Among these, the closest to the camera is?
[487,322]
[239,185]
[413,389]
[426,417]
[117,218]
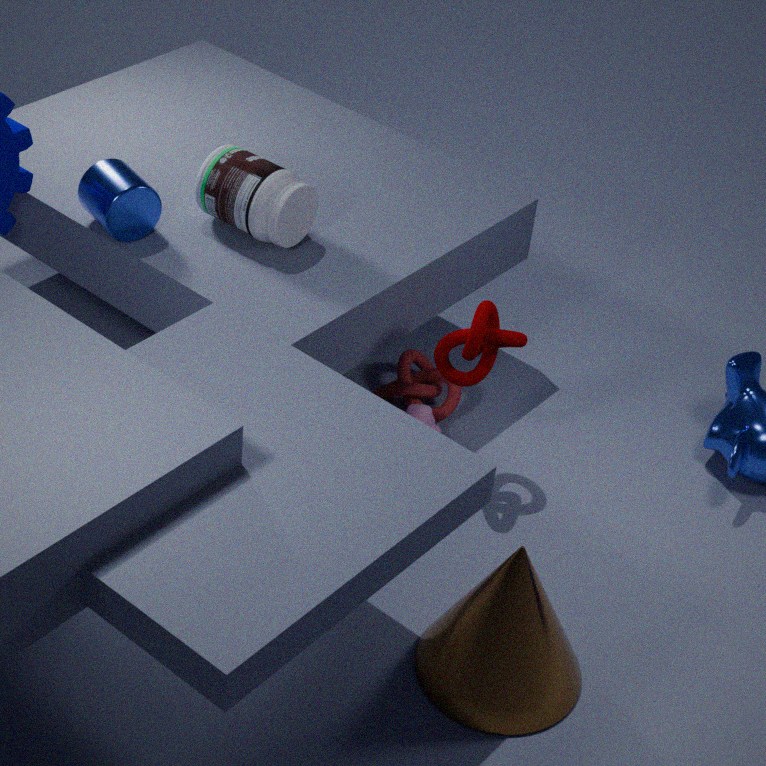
[117,218]
